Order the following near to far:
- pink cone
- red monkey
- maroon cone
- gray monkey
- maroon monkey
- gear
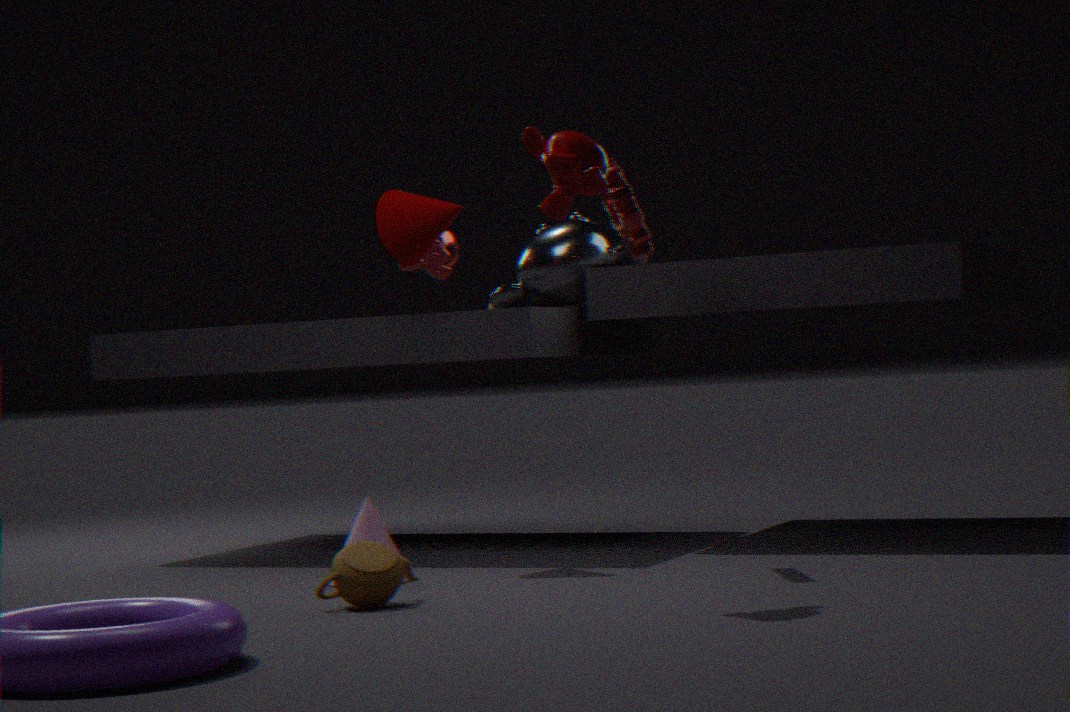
maroon monkey < gear < pink cone < maroon cone < red monkey < gray monkey
